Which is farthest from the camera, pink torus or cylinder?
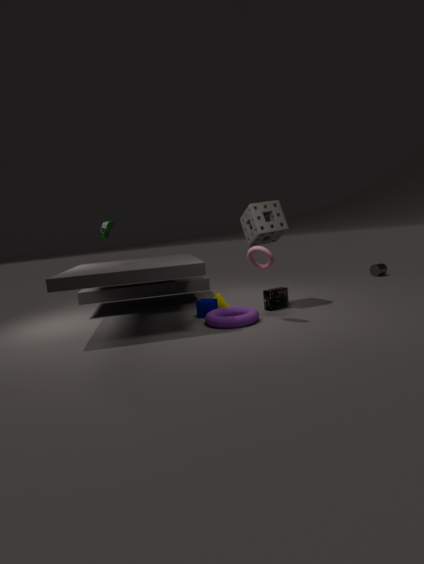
cylinder
